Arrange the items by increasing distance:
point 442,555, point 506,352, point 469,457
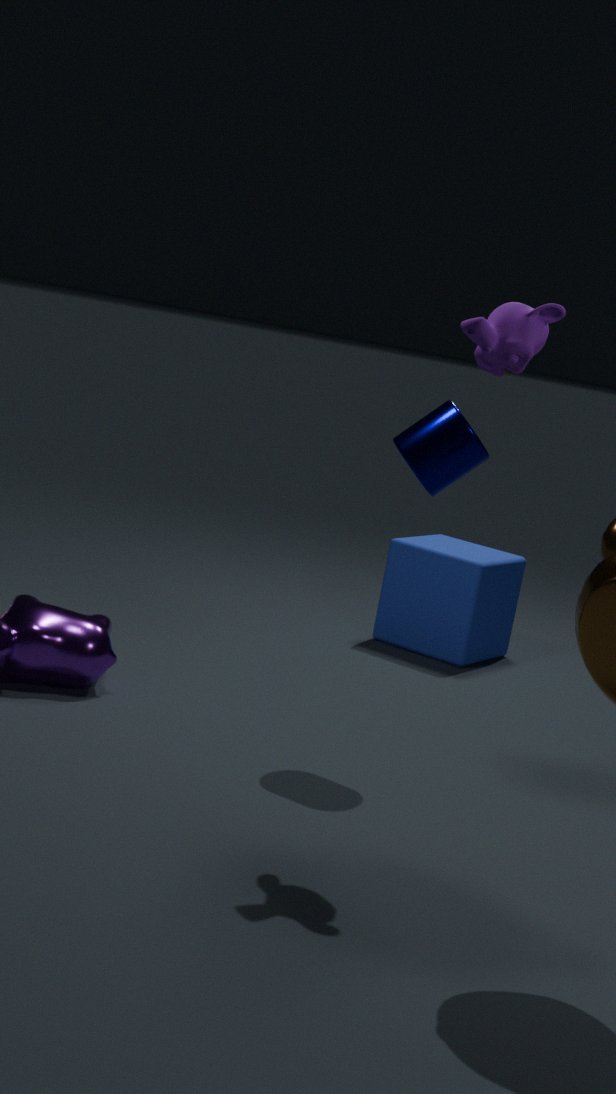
point 506,352 < point 469,457 < point 442,555
